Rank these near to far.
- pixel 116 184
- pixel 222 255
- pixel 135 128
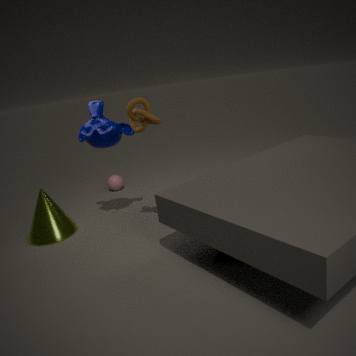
pixel 222 255 → pixel 135 128 → pixel 116 184
